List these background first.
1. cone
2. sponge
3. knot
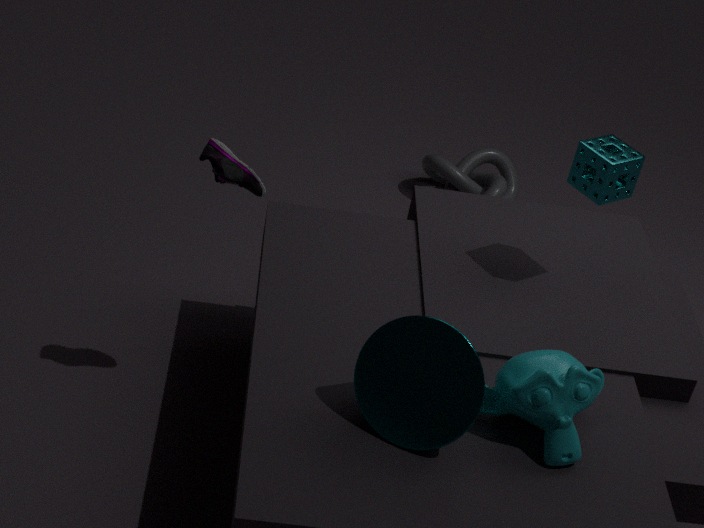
knot < sponge < cone
